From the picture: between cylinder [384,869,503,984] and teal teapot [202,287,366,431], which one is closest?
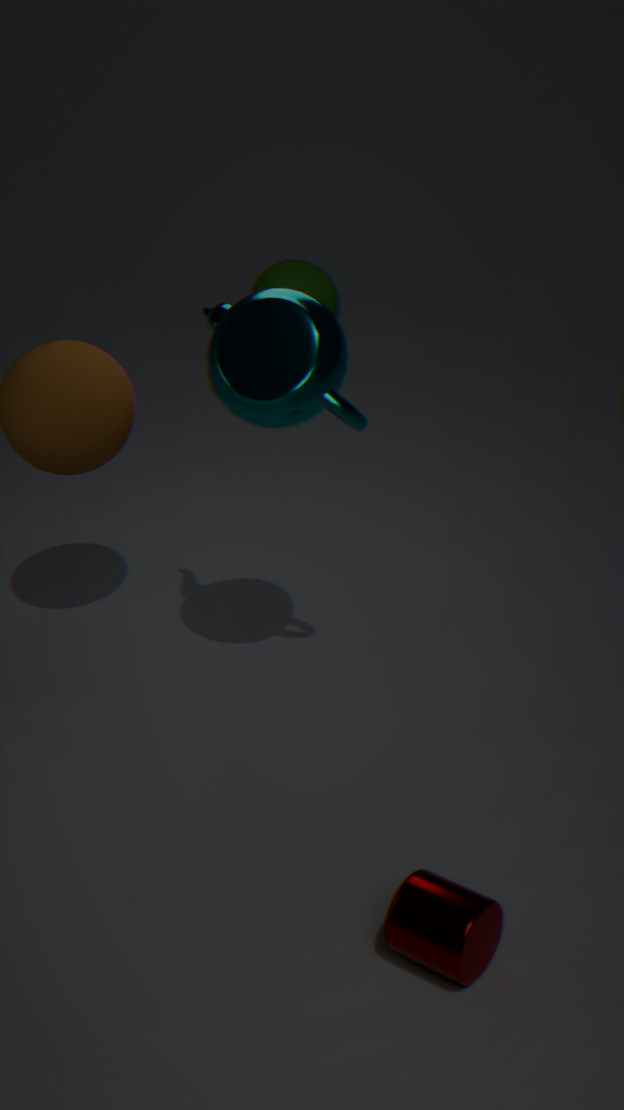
cylinder [384,869,503,984]
